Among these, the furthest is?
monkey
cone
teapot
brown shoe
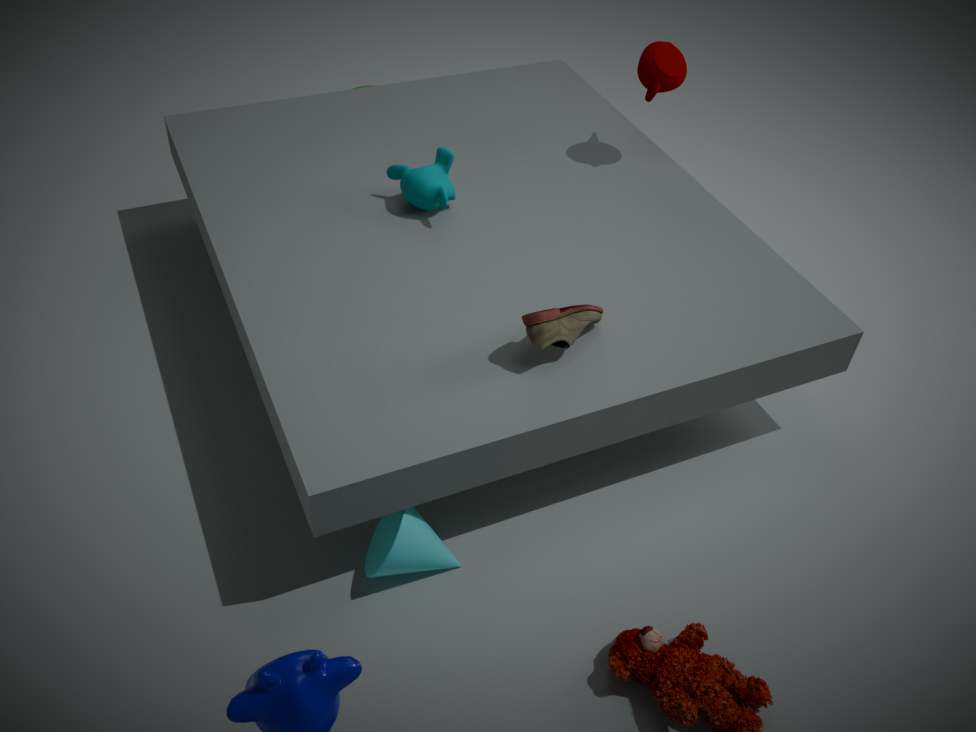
teapot
